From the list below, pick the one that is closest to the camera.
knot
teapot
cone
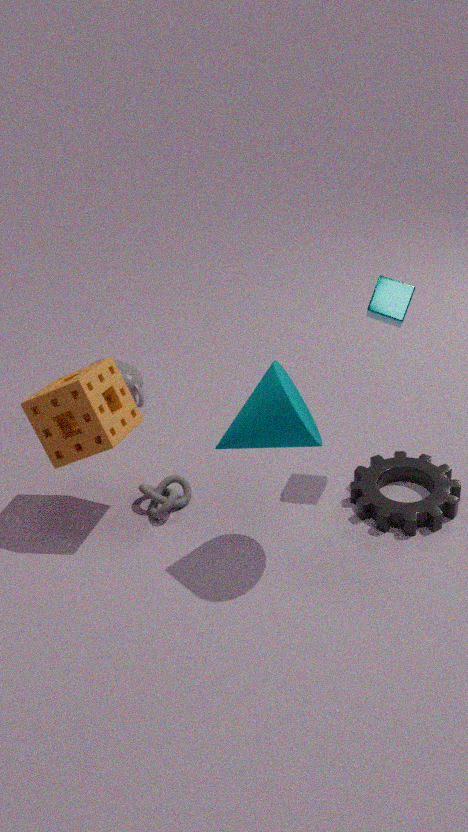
cone
